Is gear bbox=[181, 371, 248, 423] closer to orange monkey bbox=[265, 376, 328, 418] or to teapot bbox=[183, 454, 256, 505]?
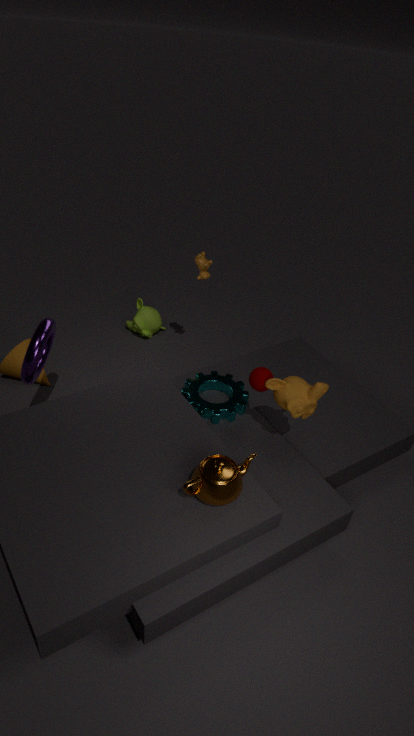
orange monkey bbox=[265, 376, 328, 418]
